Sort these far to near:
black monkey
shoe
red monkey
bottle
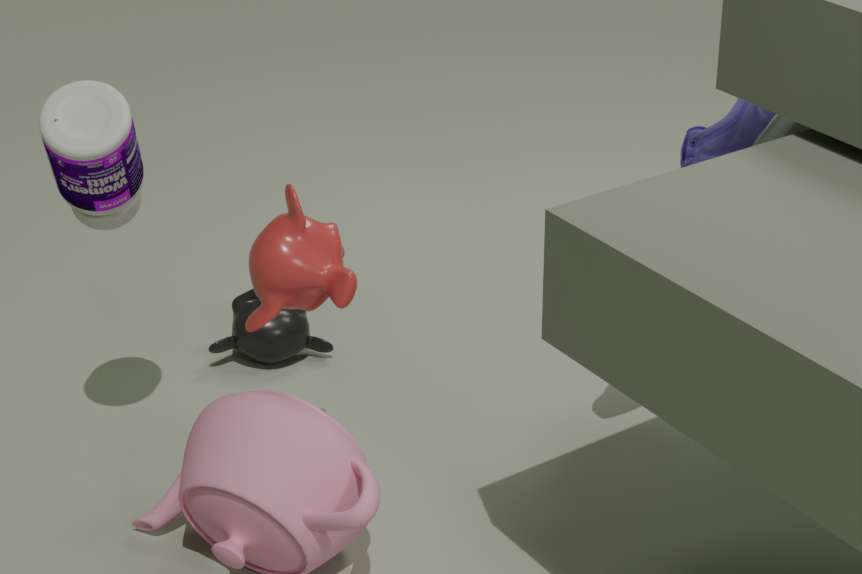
black monkey
shoe
red monkey
bottle
